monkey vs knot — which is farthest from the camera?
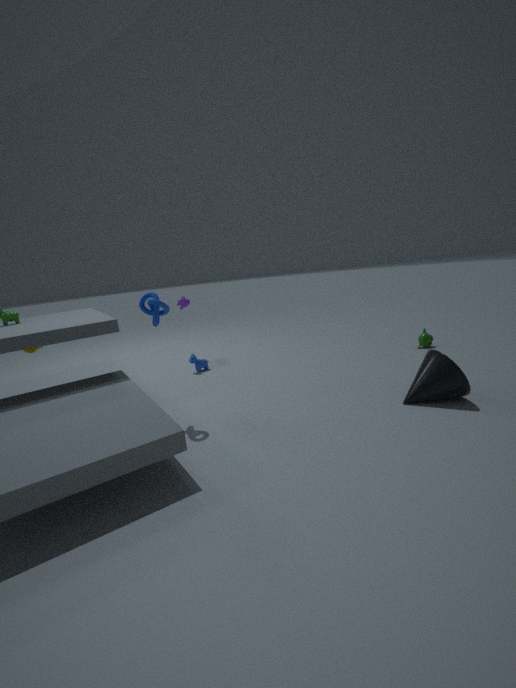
monkey
